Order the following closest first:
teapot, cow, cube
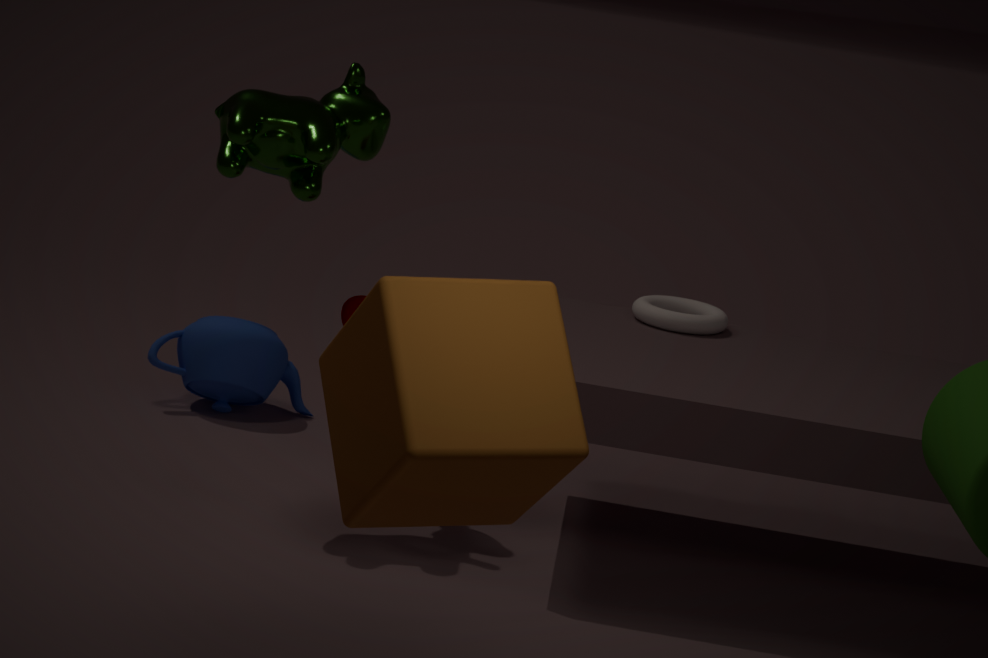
cube → cow → teapot
